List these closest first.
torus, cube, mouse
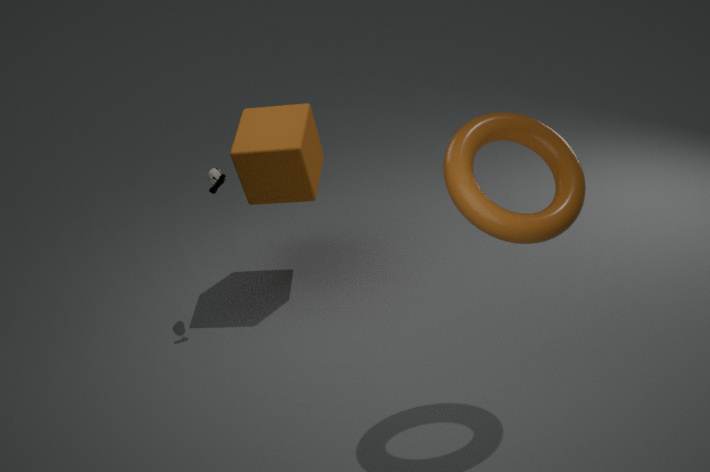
torus → mouse → cube
